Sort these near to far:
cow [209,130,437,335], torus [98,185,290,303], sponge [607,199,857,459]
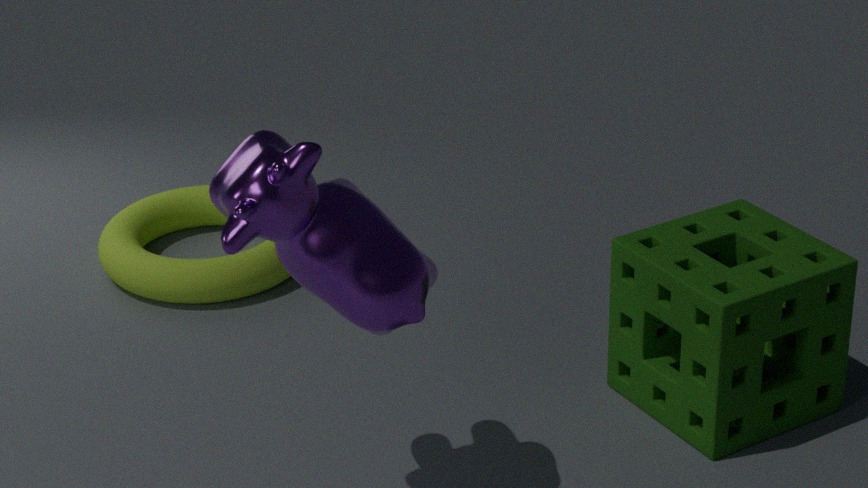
cow [209,130,437,335] → sponge [607,199,857,459] → torus [98,185,290,303]
